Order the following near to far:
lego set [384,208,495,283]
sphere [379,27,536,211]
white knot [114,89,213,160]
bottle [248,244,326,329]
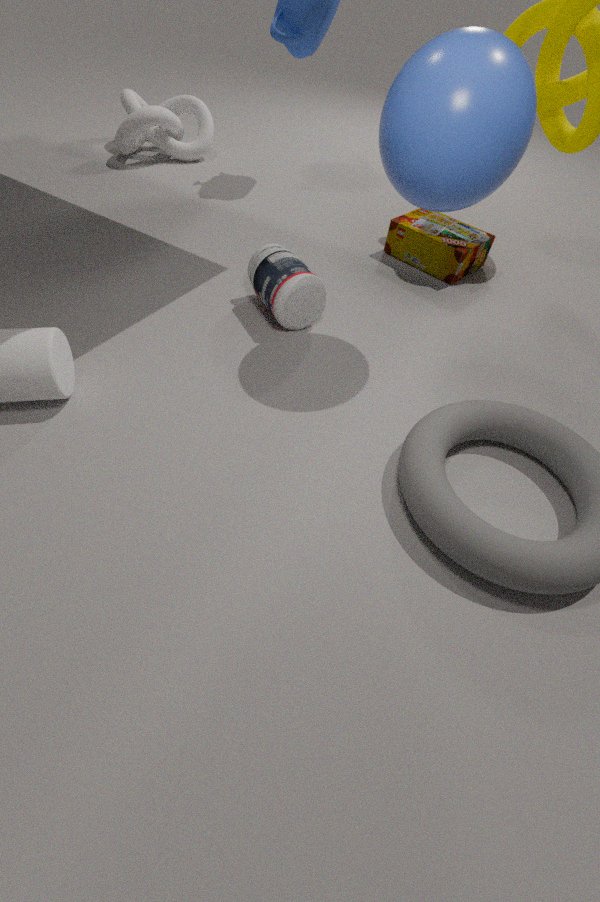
sphere [379,27,536,211] < bottle [248,244,326,329] < lego set [384,208,495,283] < white knot [114,89,213,160]
